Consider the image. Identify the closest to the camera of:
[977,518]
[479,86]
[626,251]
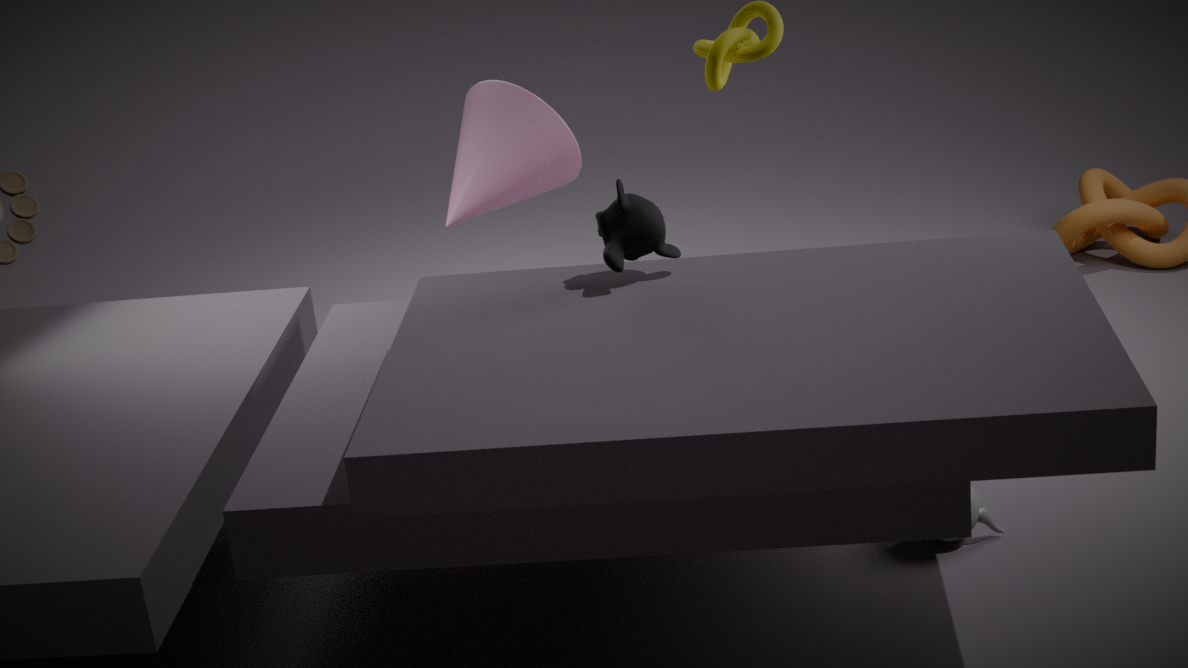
[626,251]
